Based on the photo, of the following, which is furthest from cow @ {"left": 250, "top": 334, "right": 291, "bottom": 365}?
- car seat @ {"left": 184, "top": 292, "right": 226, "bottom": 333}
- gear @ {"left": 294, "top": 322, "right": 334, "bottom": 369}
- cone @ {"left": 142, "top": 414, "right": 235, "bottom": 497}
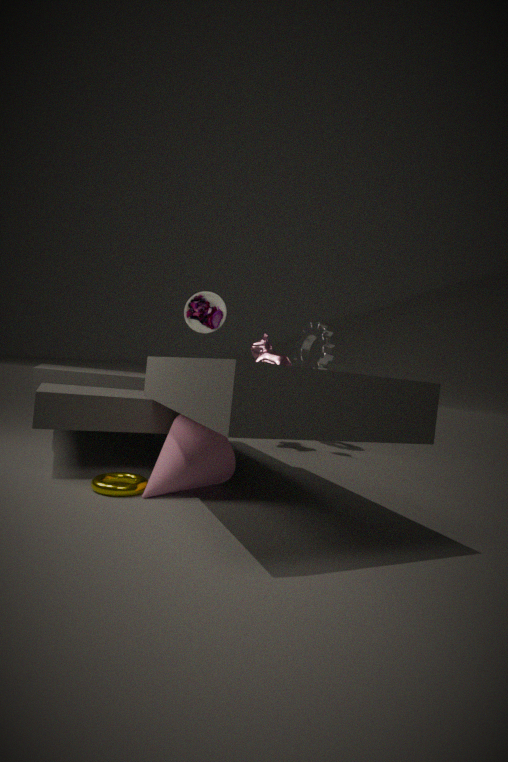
cone @ {"left": 142, "top": 414, "right": 235, "bottom": 497}
